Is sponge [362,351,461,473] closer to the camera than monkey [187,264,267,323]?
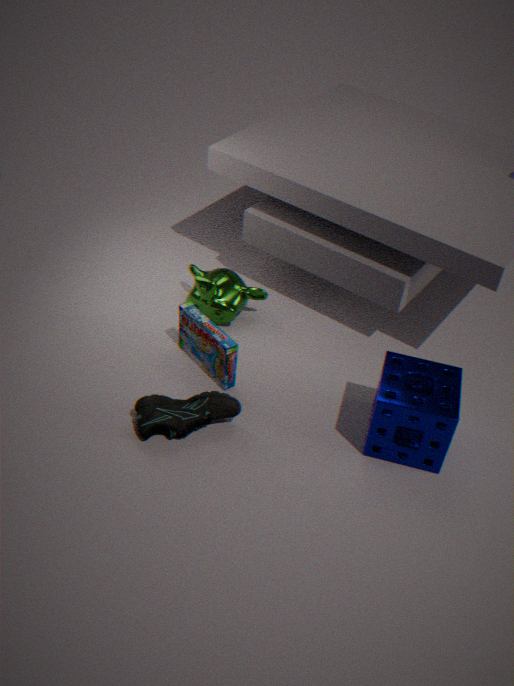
Yes
